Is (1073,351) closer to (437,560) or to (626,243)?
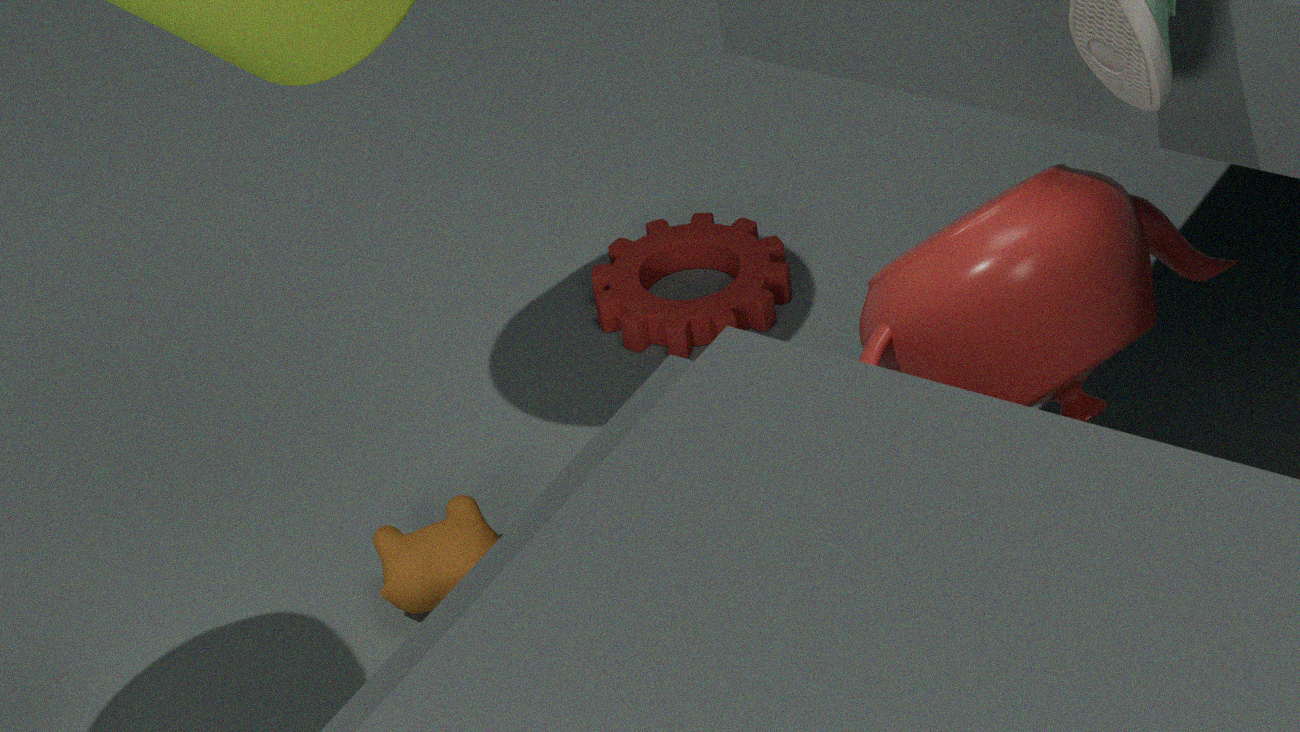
(437,560)
